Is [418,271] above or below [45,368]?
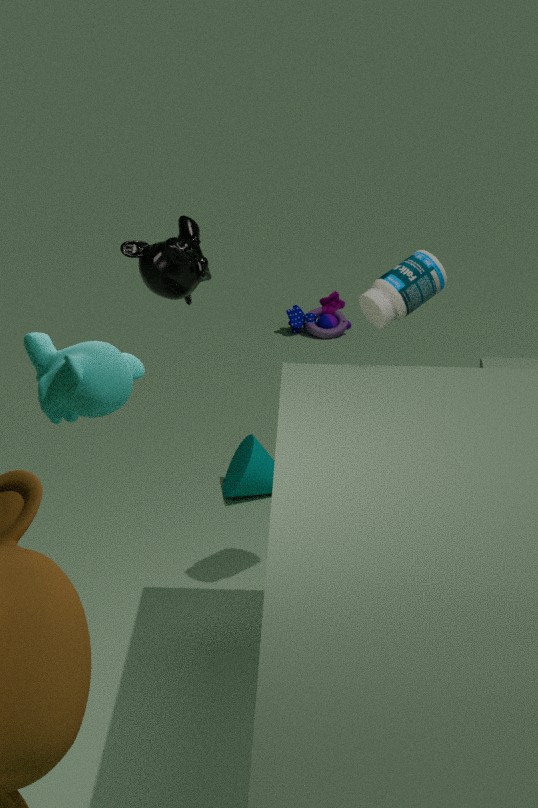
below
